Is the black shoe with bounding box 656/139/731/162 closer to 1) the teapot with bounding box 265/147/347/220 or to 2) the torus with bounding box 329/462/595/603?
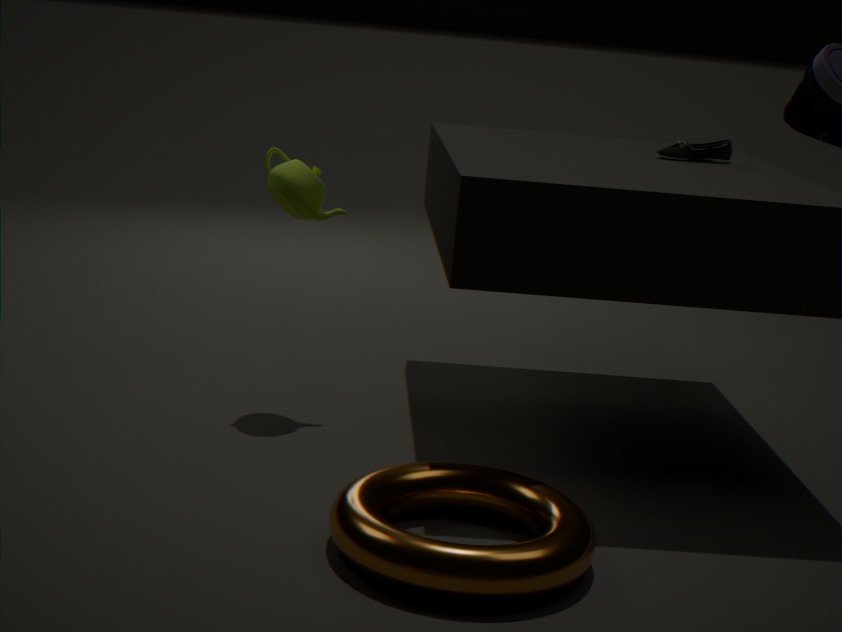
1) the teapot with bounding box 265/147/347/220
